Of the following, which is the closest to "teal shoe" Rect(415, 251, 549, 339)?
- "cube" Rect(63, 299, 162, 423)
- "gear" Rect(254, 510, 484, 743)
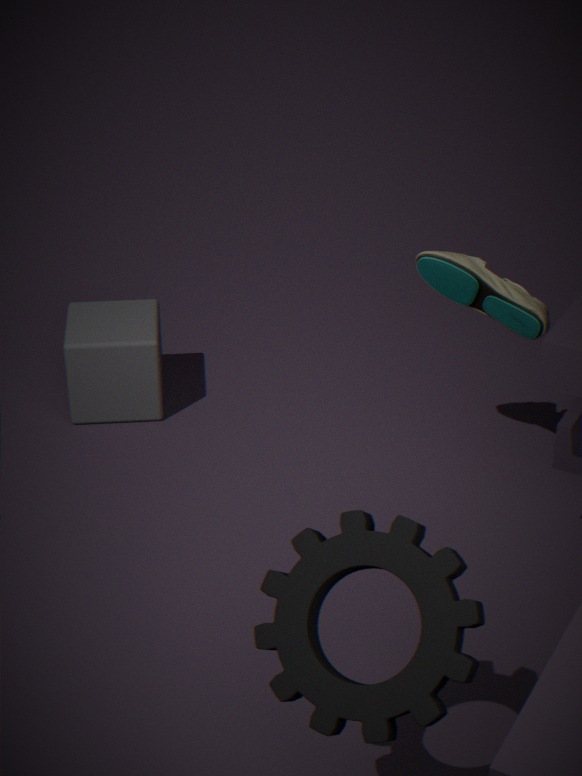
"cube" Rect(63, 299, 162, 423)
